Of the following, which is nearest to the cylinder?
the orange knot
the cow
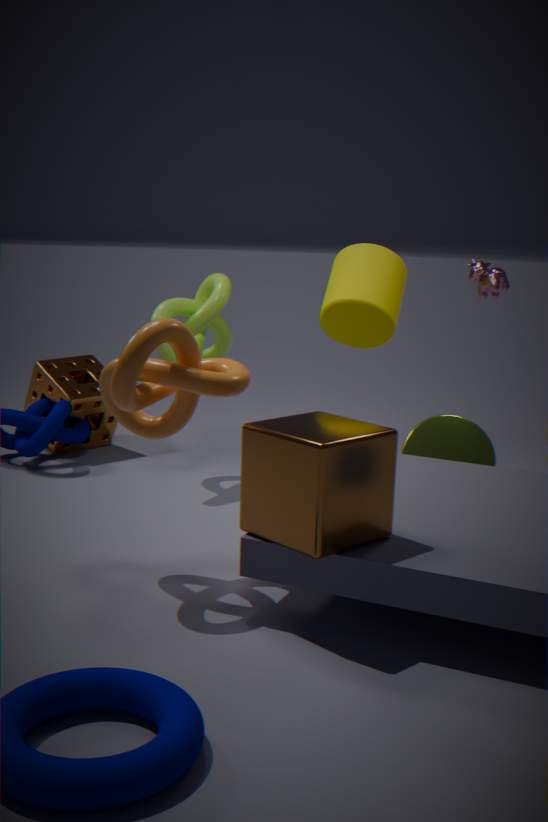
the cow
